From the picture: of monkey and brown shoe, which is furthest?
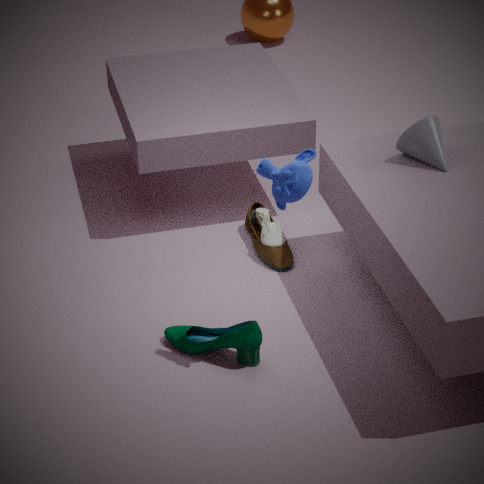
brown shoe
